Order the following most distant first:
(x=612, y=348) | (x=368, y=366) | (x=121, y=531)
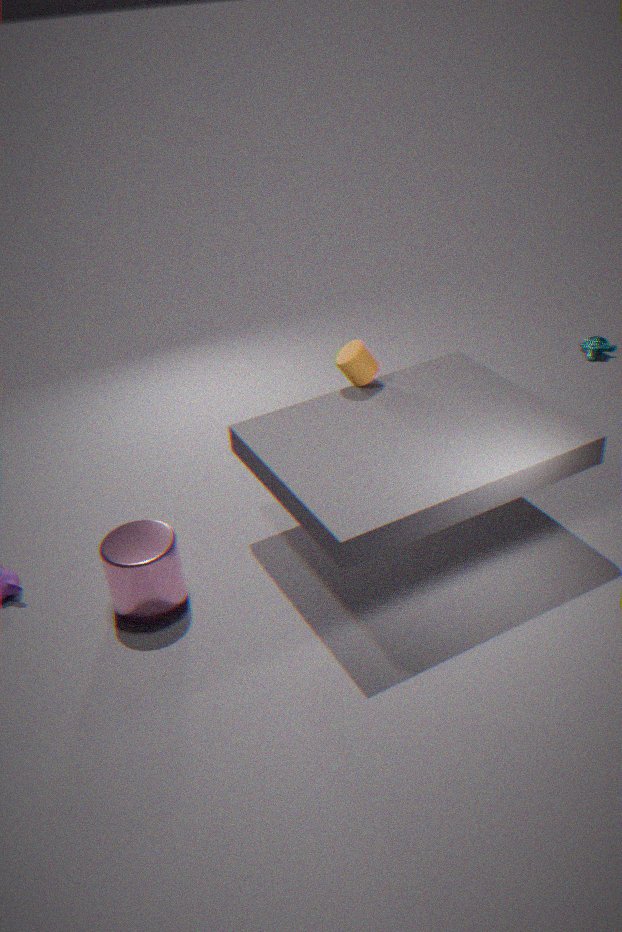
(x=612, y=348)
(x=368, y=366)
(x=121, y=531)
